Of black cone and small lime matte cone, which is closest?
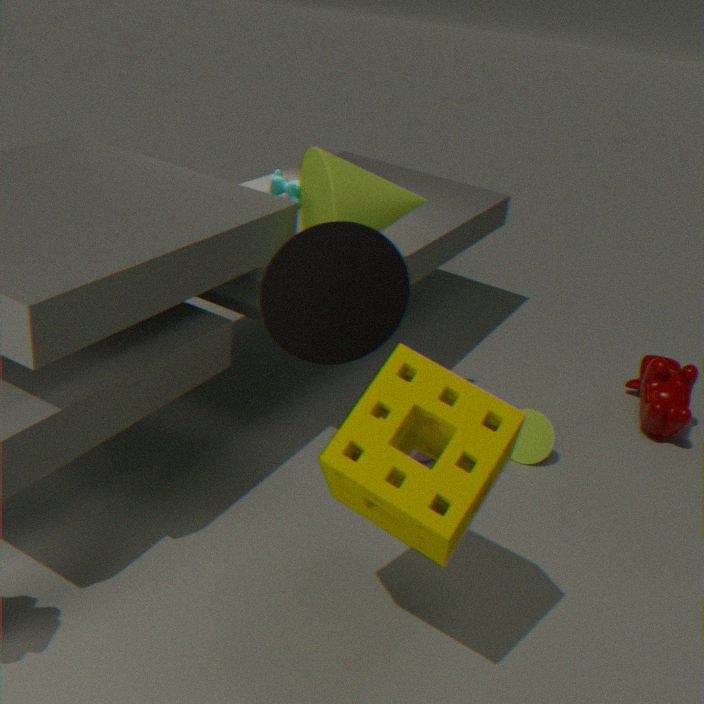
black cone
